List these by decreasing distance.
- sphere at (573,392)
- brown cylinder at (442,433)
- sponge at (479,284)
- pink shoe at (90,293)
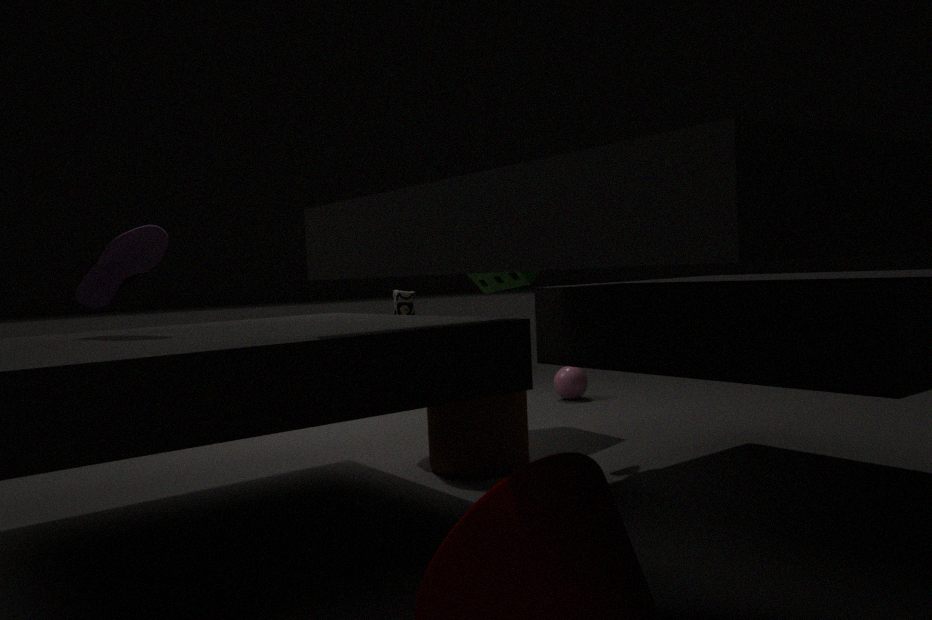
sphere at (573,392), sponge at (479,284), brown cylinder at (442,433), pink shoe at (90,293)
